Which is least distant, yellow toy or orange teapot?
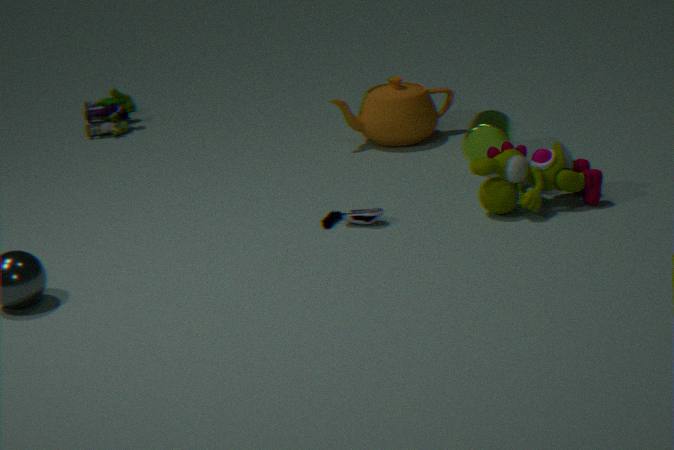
yellow toy
